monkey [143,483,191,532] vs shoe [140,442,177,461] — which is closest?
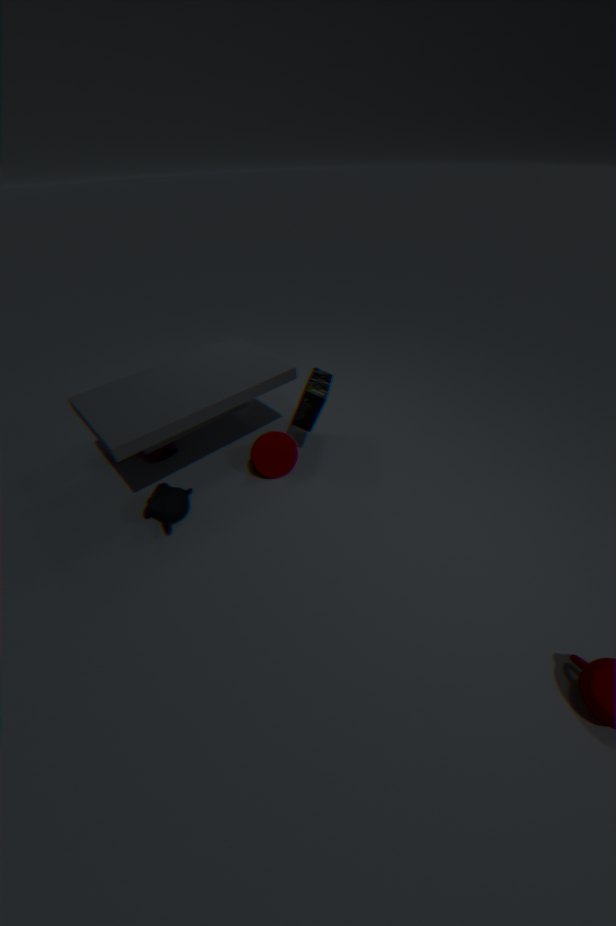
monkey [143,483,191,532]
